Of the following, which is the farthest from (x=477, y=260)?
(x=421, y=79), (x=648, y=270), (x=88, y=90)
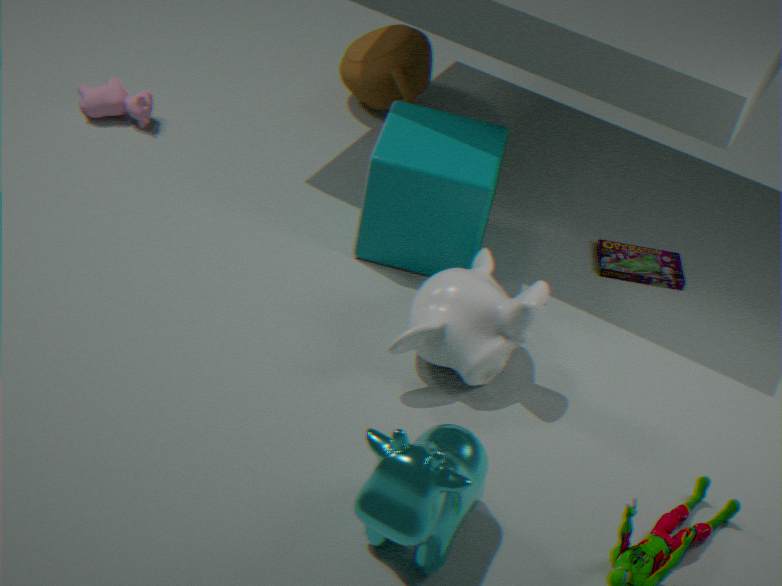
(x=88, y=90)
